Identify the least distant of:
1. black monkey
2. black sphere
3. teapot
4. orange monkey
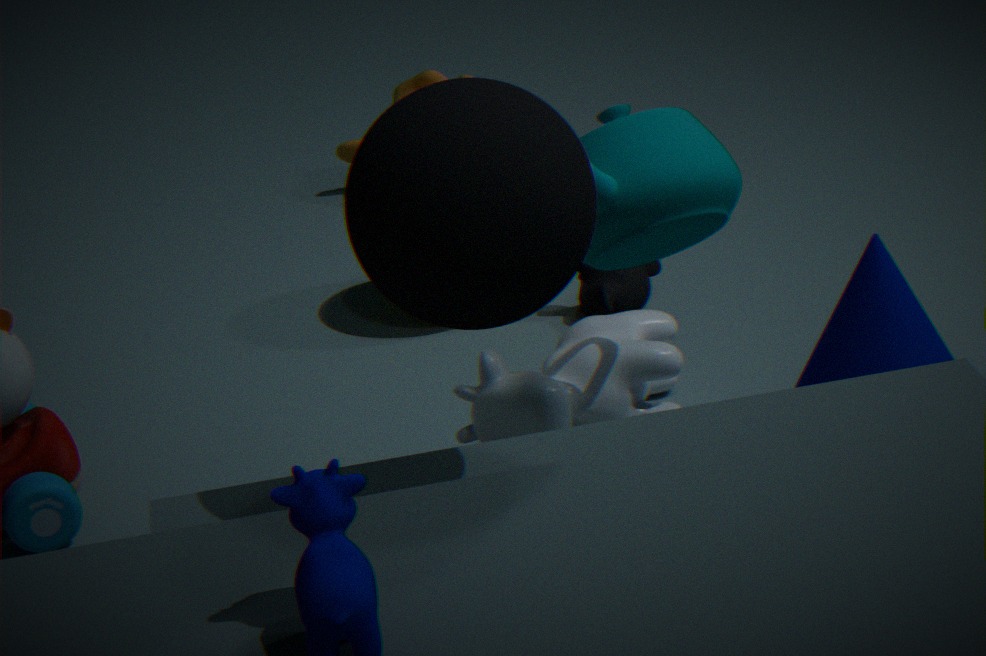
black sphere
